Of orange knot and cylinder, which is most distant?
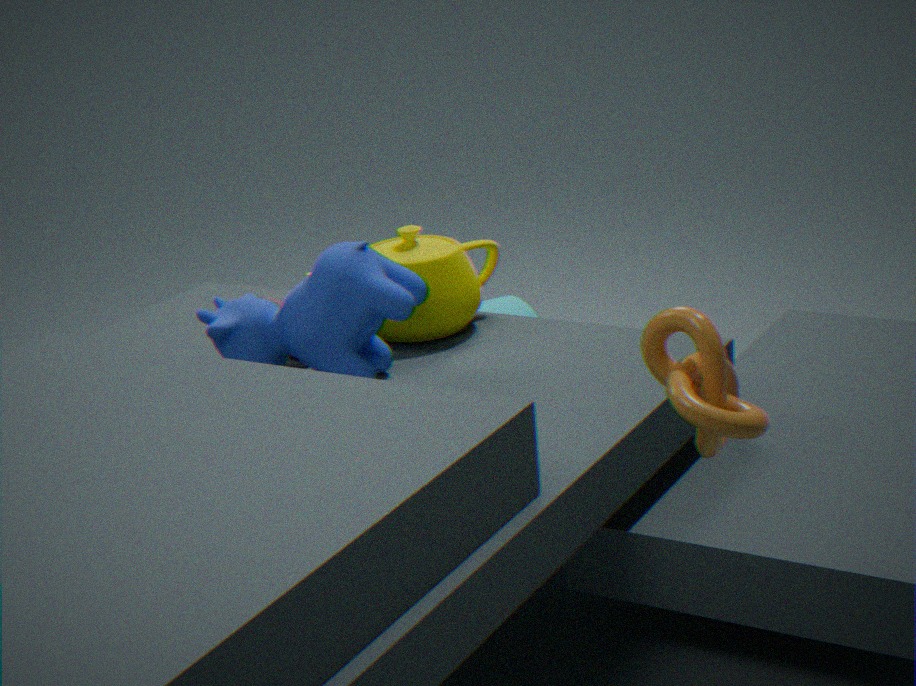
cylinder
